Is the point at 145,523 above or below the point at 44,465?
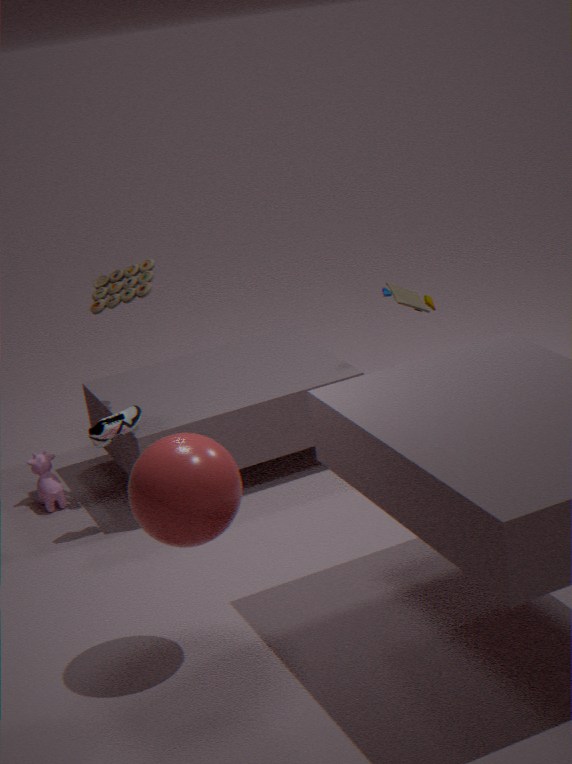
above
